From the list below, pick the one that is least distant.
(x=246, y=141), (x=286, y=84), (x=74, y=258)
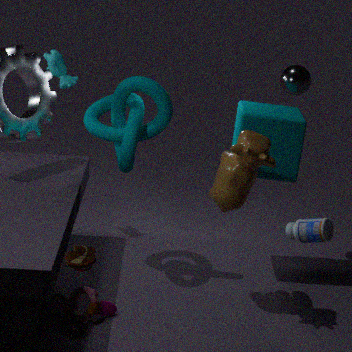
(x=74, y=258)
